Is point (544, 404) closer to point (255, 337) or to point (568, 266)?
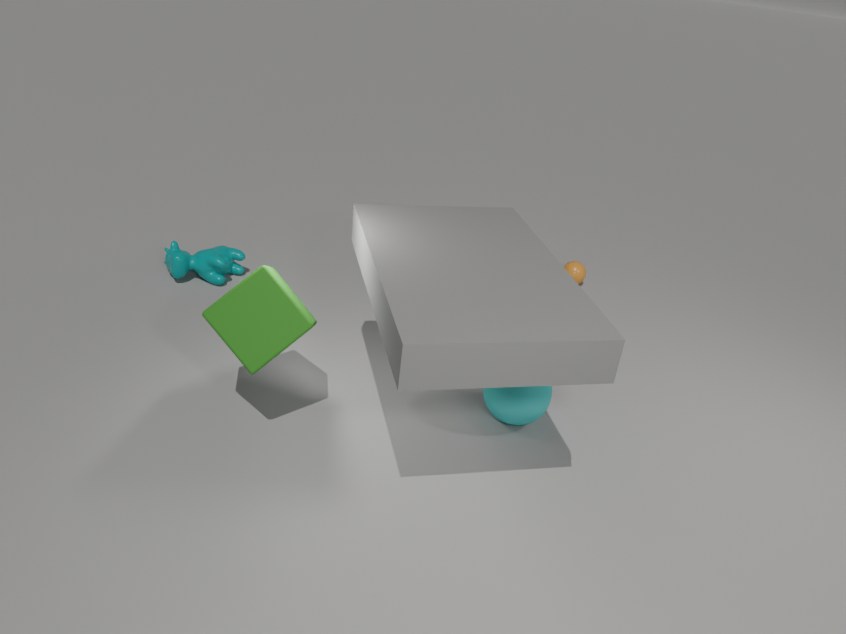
point (255, 337)
